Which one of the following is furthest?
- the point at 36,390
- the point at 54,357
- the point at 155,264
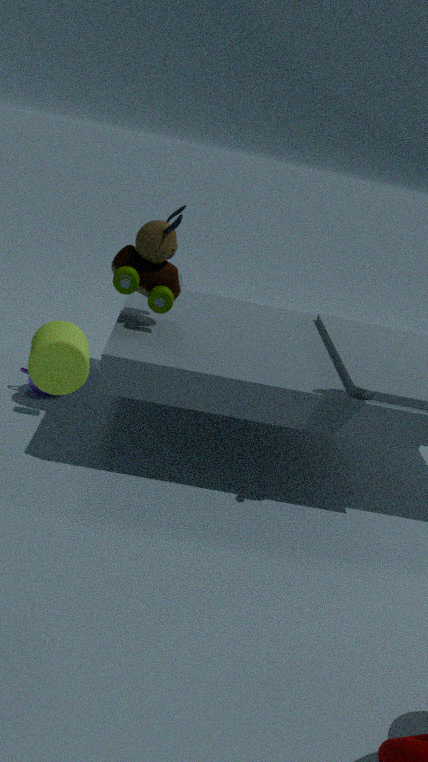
the point at 36,390
